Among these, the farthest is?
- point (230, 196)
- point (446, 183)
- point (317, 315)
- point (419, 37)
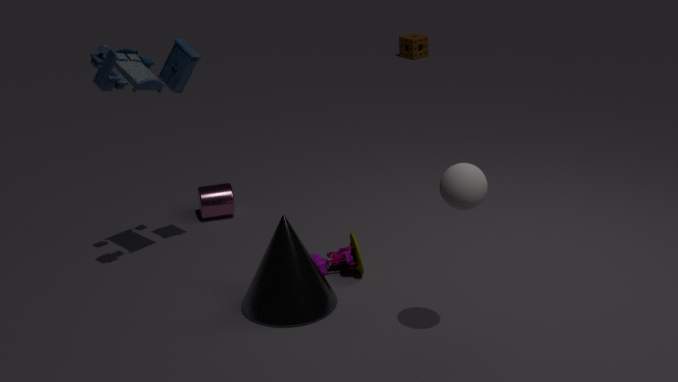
point (419, 37)
